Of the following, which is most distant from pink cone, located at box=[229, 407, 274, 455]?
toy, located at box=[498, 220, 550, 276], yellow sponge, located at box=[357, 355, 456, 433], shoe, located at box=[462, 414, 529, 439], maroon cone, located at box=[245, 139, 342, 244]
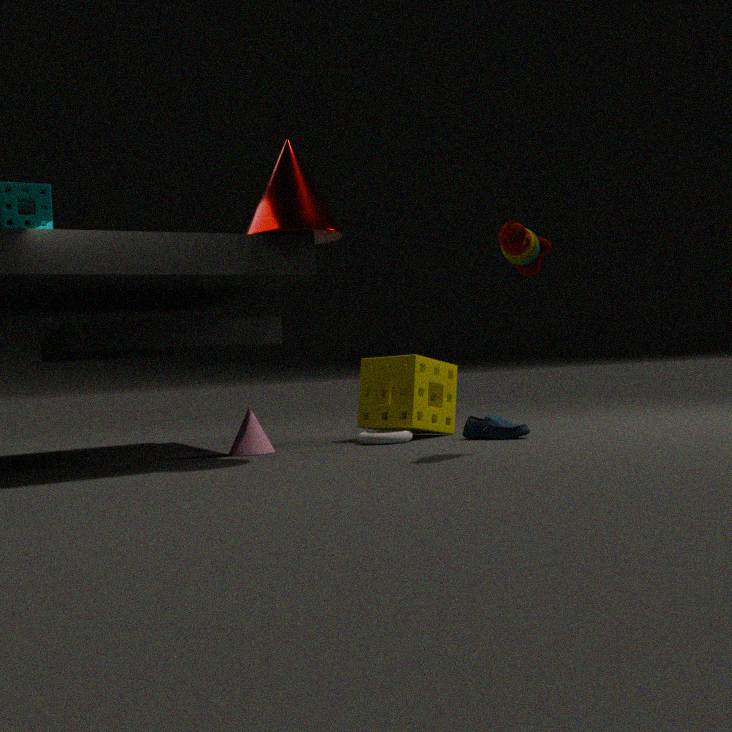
toy, located at box=[498, 220, 550, 276]
